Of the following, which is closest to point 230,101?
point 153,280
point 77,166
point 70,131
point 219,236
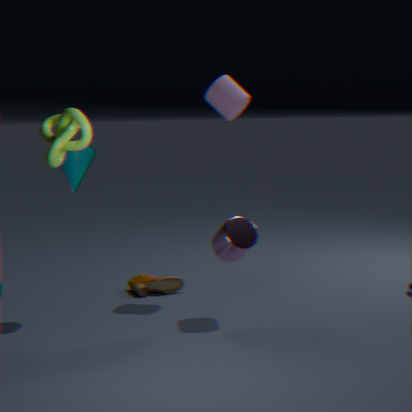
point 219,236
